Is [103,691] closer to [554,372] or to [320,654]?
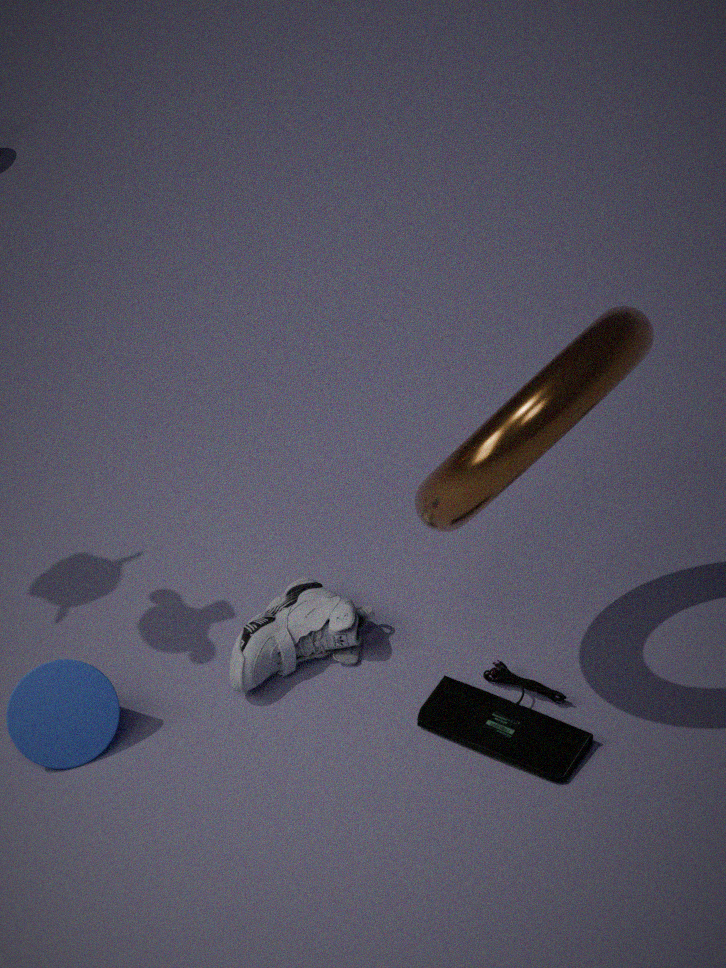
[320,654]
